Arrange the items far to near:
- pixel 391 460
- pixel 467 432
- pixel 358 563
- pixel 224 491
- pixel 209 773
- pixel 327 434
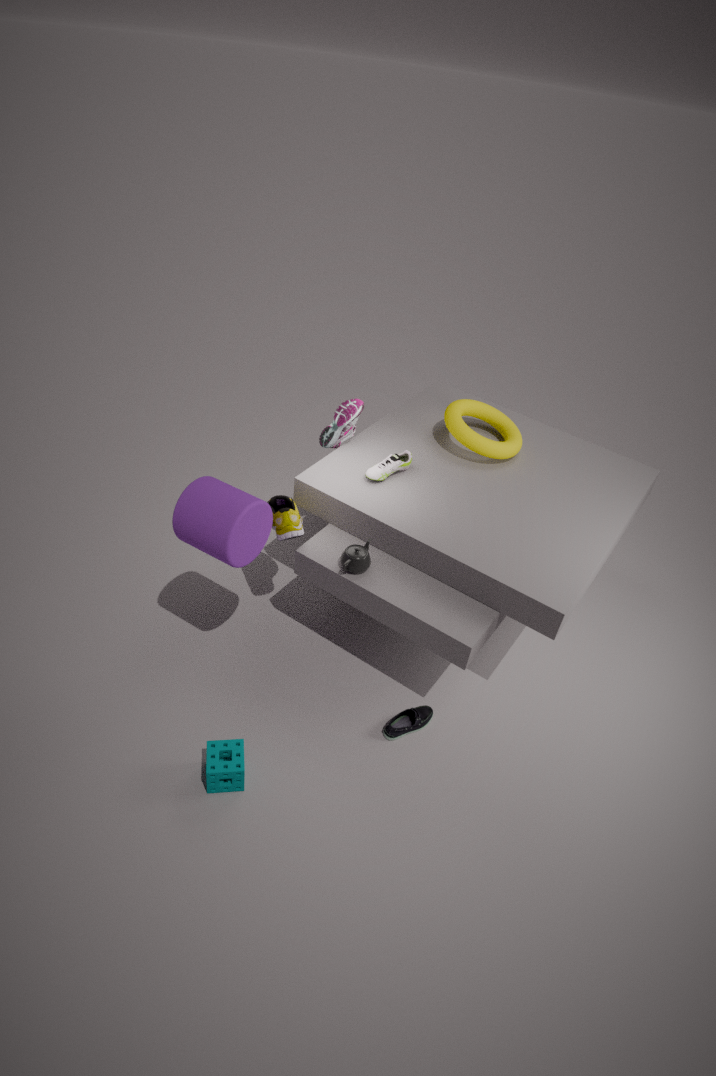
pixel 327 434, pixel 467 432, pixel 391 460, pixel 358 563, pixel 224 491, pixel 209 773
